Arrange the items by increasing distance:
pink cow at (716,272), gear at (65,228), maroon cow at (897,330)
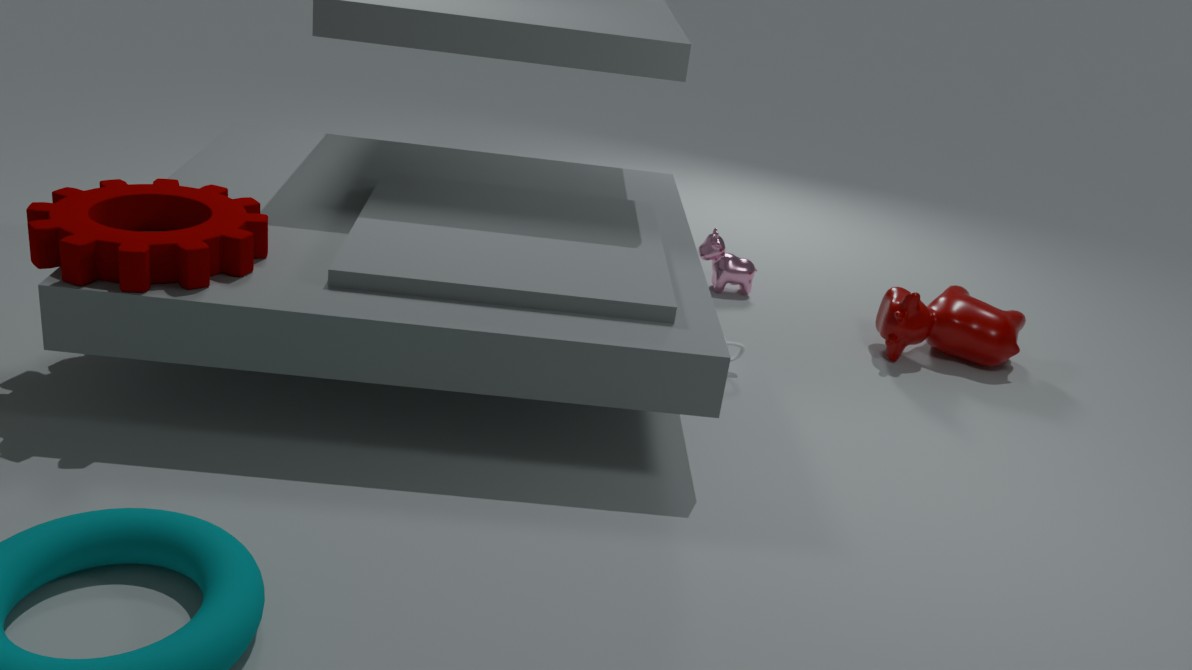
gear at (65,228) < maroon cow at (897,330) < pink cow at (716,272)
